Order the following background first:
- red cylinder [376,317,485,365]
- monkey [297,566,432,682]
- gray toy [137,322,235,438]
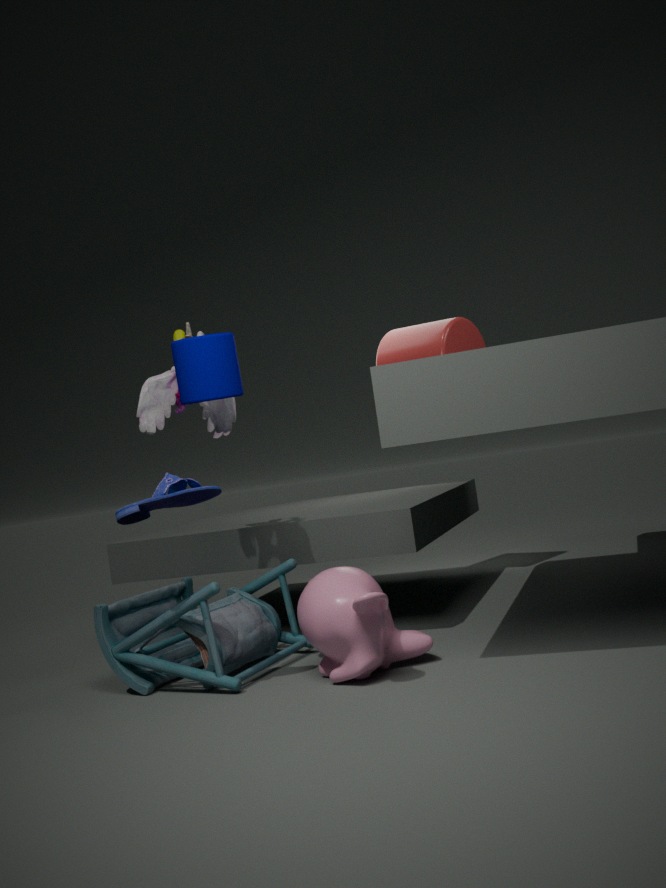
red cylinder [376,317,485,365]
gray toy [137,322,235,438]
monkey [297,566,432,682]
